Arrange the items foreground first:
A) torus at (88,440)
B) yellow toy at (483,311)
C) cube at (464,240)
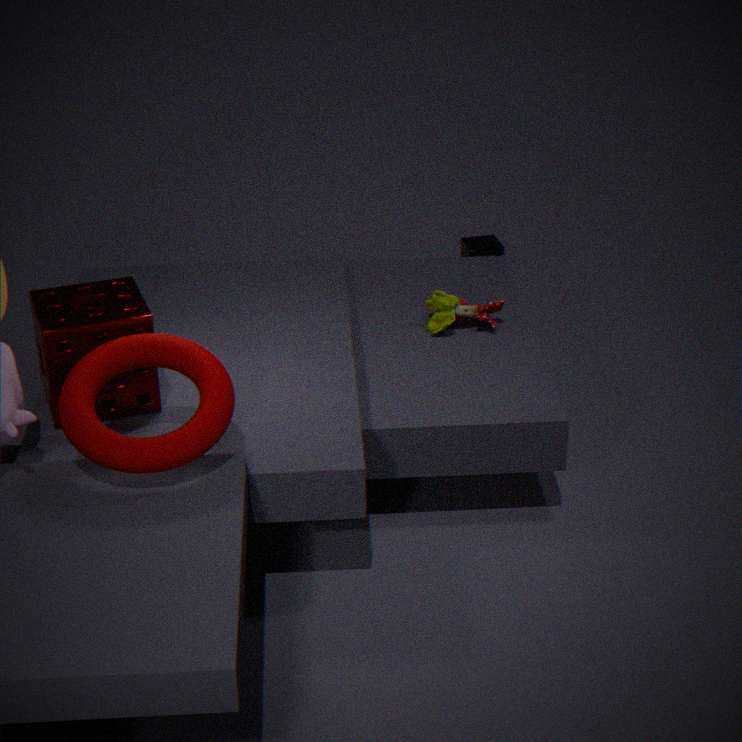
torus at (88,440) < yellow toy at (483,311) < cube at (464,240)
